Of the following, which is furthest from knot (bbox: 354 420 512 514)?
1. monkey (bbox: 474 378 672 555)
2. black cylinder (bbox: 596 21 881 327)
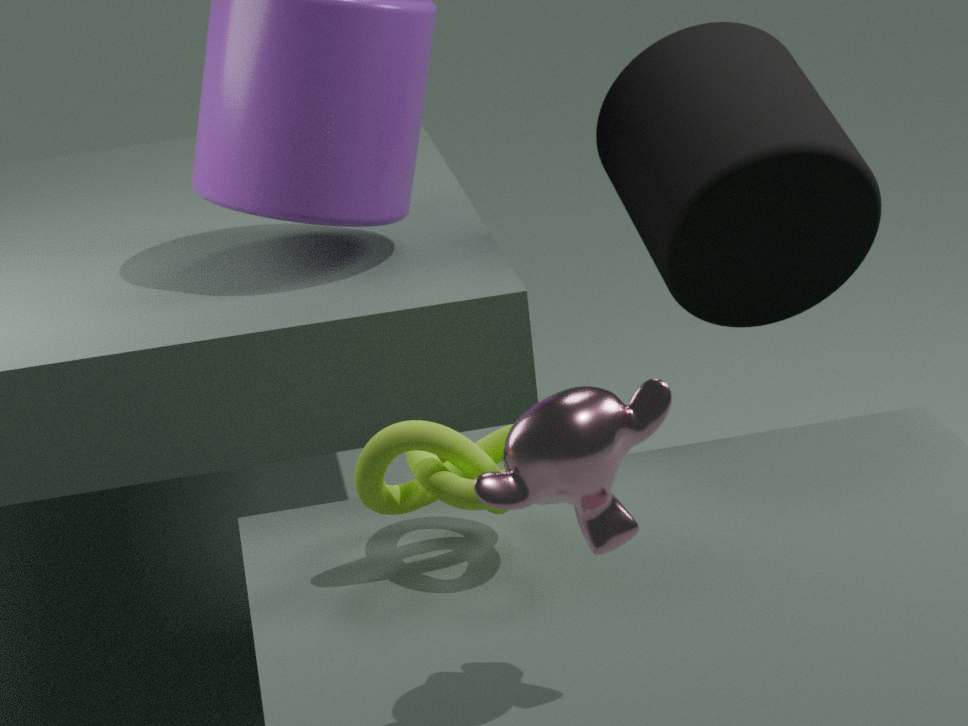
black cylinder (bbox: 596 21 881 327)
